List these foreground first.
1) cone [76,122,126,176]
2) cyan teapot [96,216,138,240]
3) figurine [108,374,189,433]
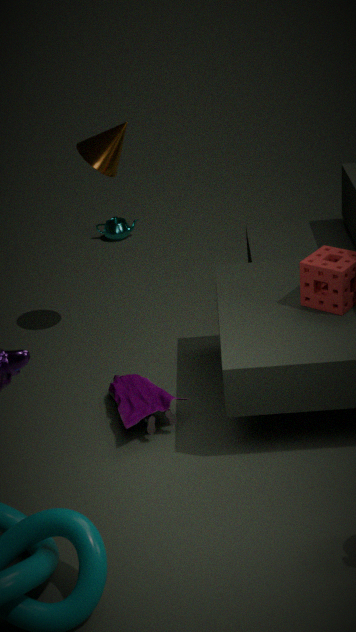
3. figurine [108,374,189,433]
1. cone [76,122,126,176]
2. cyan teapot [96,216,138,240]
